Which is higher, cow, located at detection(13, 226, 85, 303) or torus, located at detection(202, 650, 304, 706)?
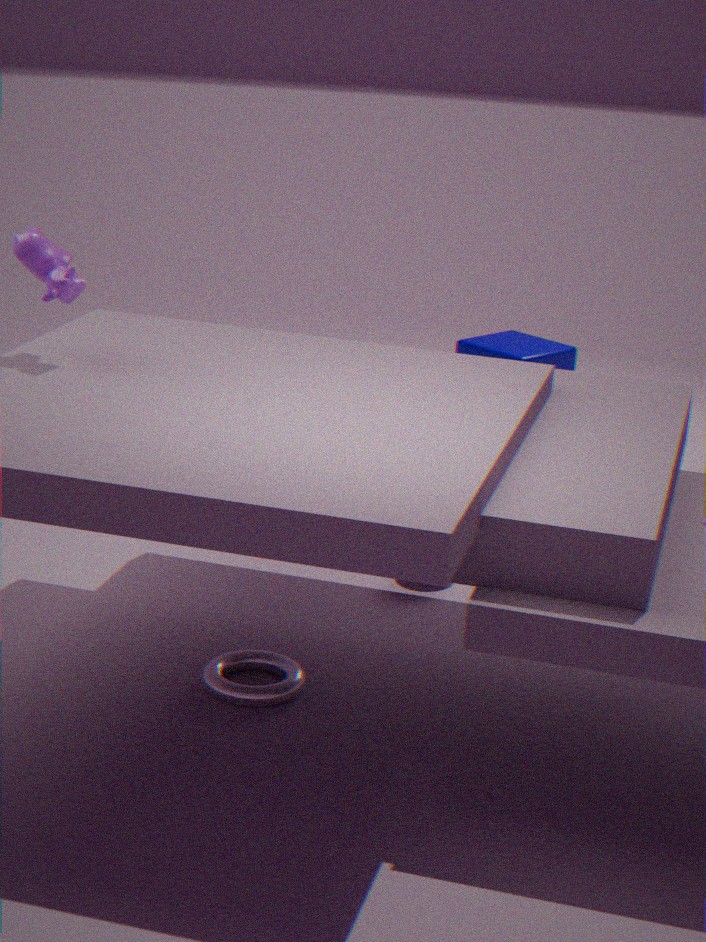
cow, located at detection(13, 226, 85, 303)
